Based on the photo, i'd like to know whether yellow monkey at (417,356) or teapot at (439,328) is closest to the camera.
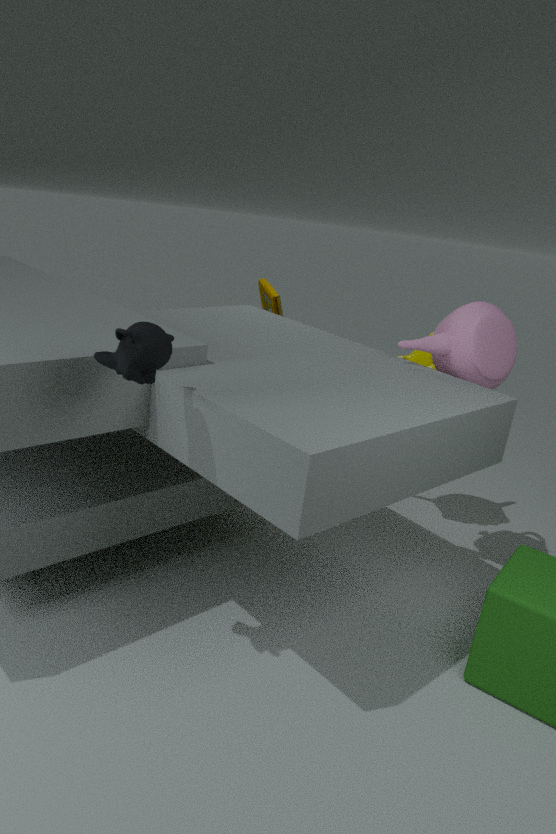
teapot at (439,328)
